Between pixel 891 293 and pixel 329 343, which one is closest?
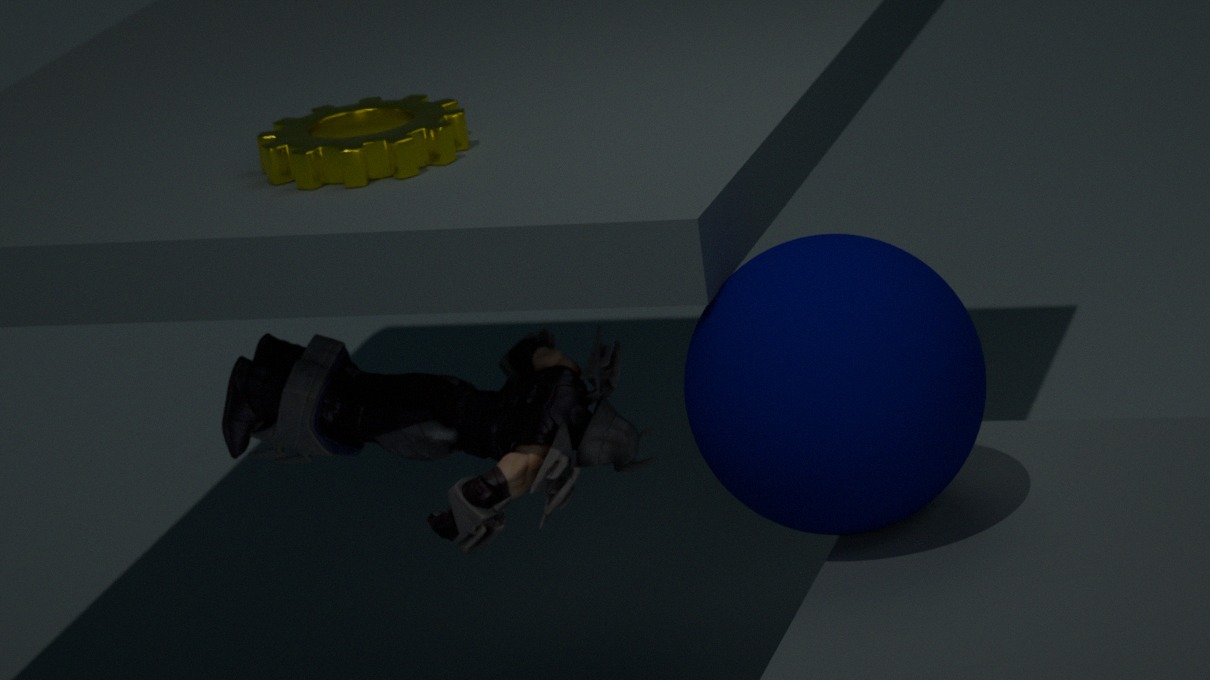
pixel 891 293
